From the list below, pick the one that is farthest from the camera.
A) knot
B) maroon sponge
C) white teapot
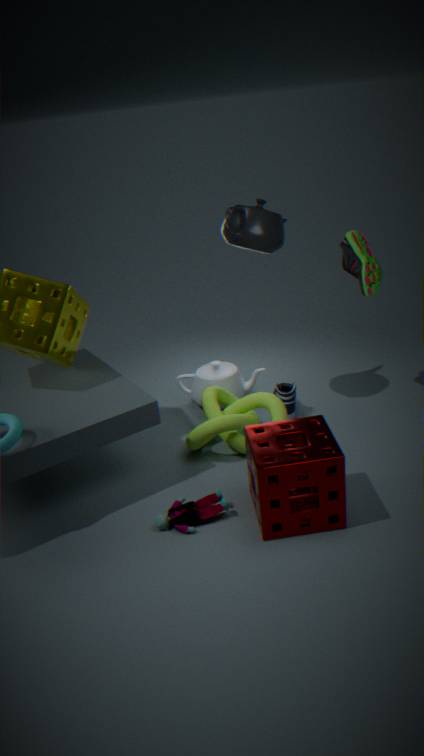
white teapot
